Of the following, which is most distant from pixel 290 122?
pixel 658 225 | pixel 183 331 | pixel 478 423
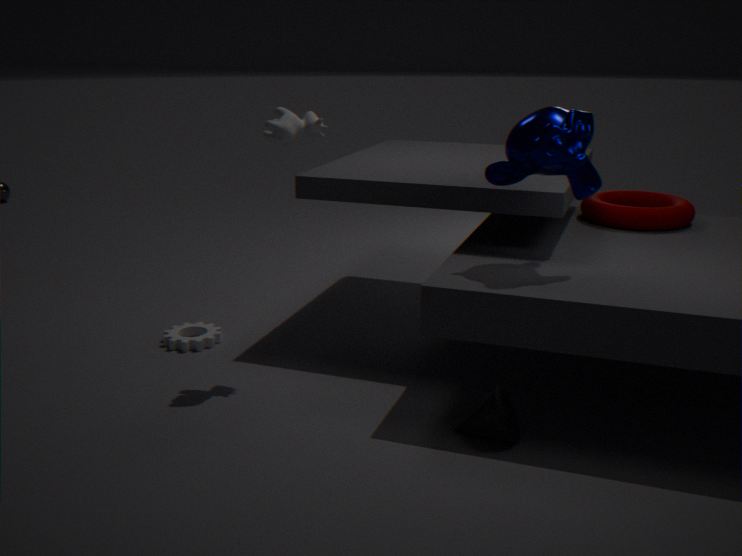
pixel 658 225
